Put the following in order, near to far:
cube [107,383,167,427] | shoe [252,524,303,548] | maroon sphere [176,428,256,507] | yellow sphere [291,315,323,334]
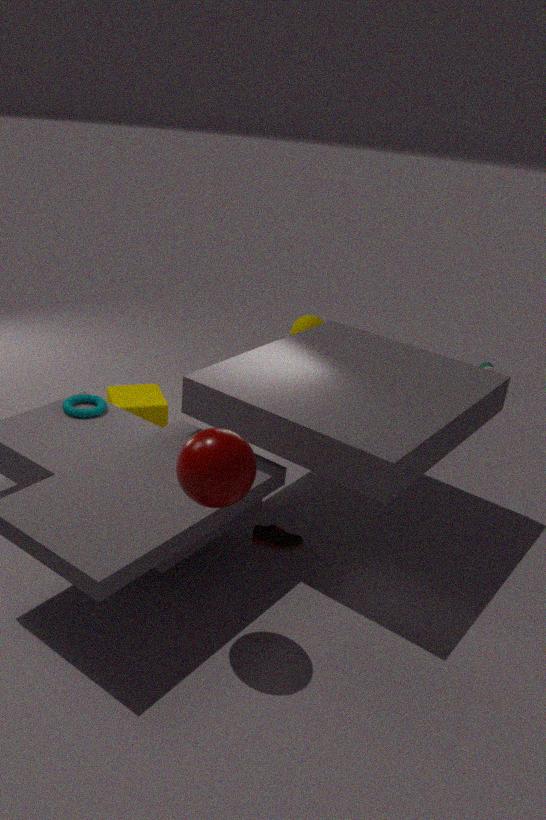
maroon sphere [176,428,256,507] → shoe [252,524,303,548] → cube [107,383,167,427] → yellow sphere [291,315,323,334]
